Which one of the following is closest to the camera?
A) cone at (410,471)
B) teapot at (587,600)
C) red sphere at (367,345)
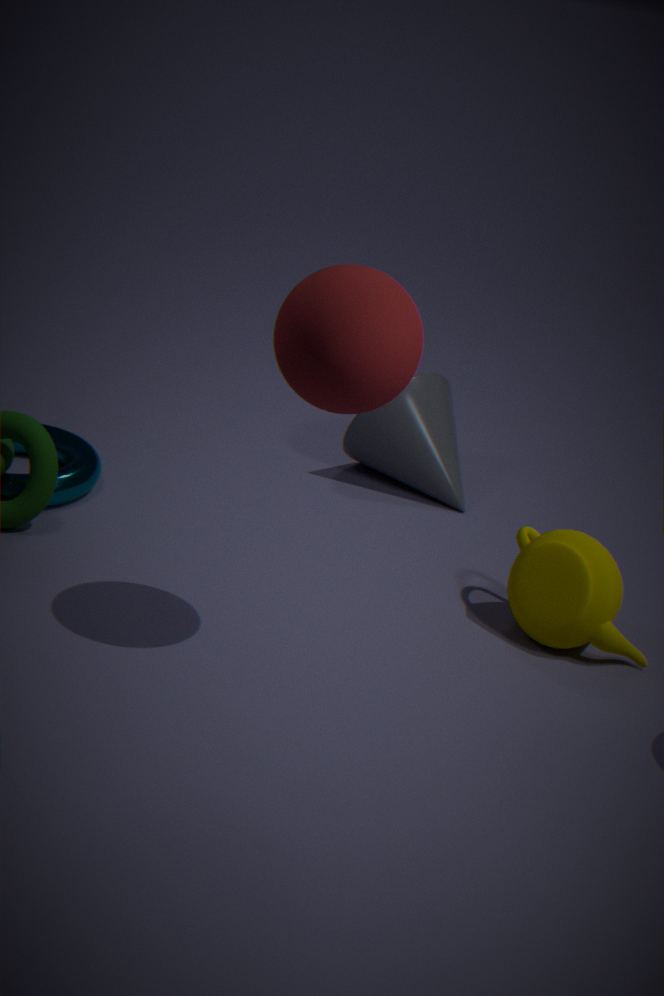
red sphere at (367,345)
